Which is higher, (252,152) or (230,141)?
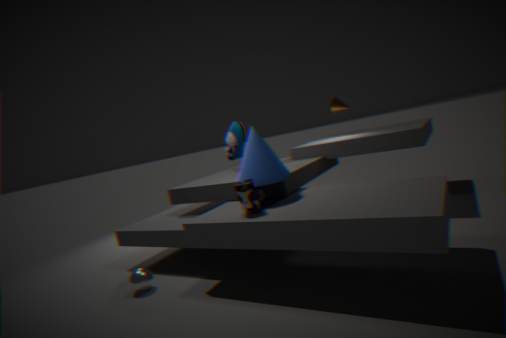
(230,141)
